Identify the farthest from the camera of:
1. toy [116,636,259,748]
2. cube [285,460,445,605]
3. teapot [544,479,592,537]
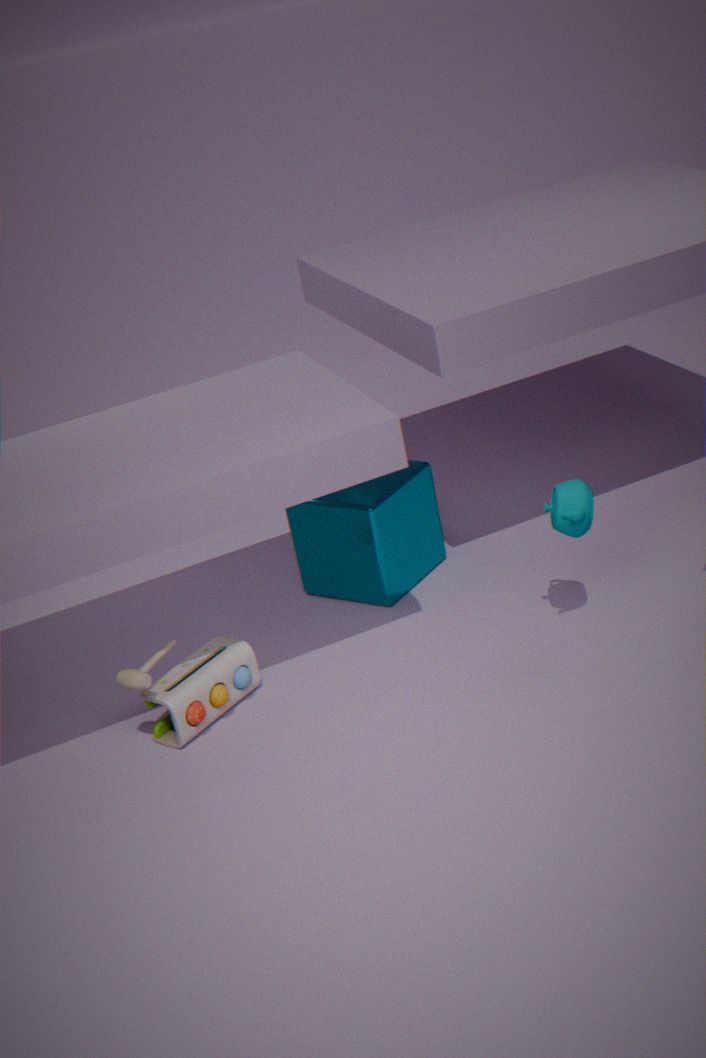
cube [285,460,445,605]
